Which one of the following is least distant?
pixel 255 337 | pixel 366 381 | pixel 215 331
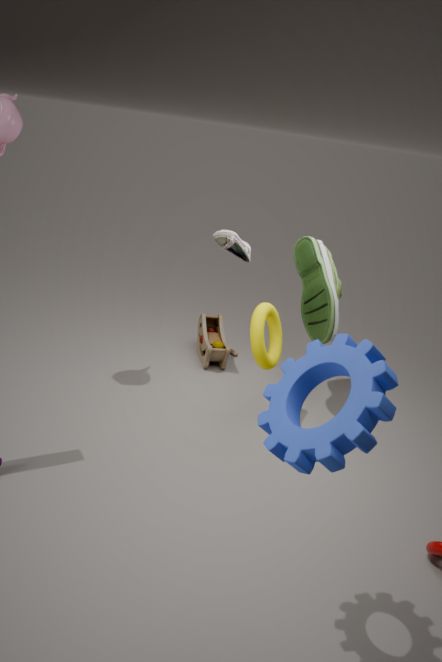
pixel 366 381
